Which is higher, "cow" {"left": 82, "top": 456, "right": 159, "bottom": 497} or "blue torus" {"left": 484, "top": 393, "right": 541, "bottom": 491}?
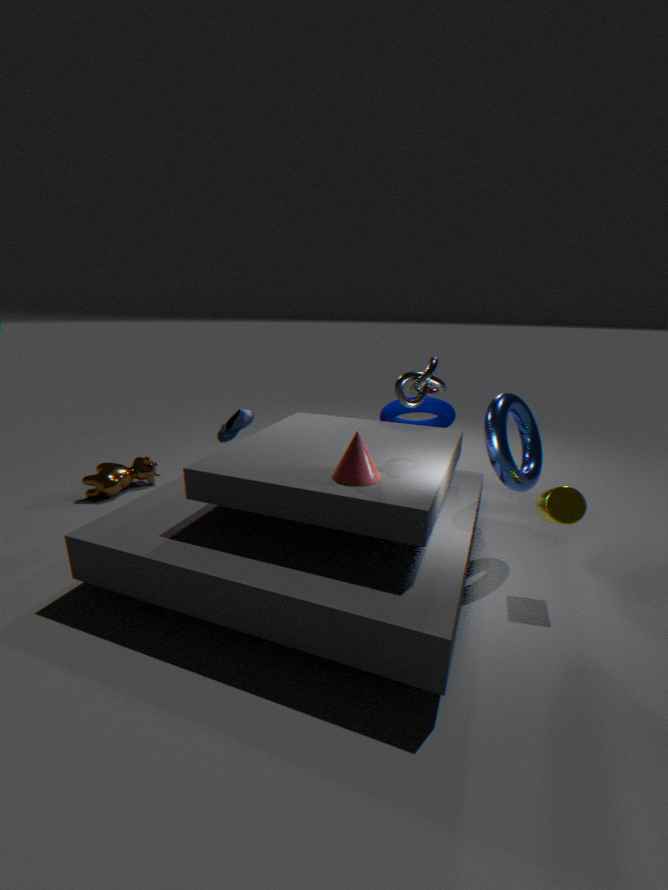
"blue torus" {"left": 484, "top": 393, "right": 541, "bottom": 491}
